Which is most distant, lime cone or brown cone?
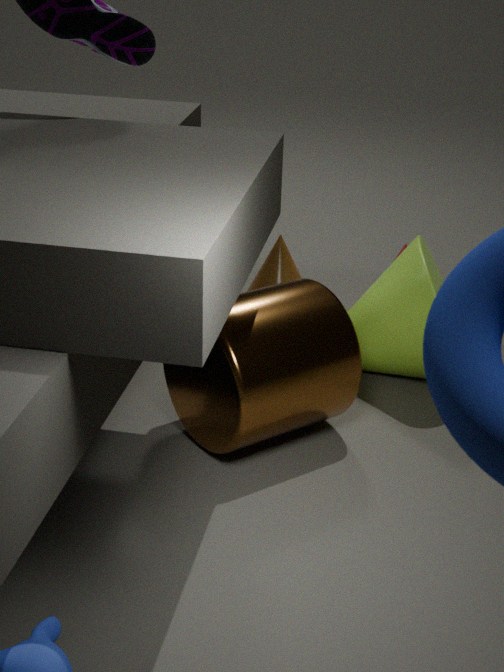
brown cone
